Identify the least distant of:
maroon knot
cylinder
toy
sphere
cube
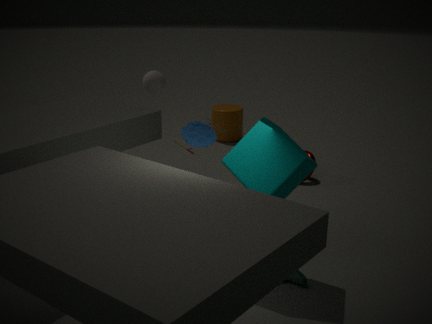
cube
